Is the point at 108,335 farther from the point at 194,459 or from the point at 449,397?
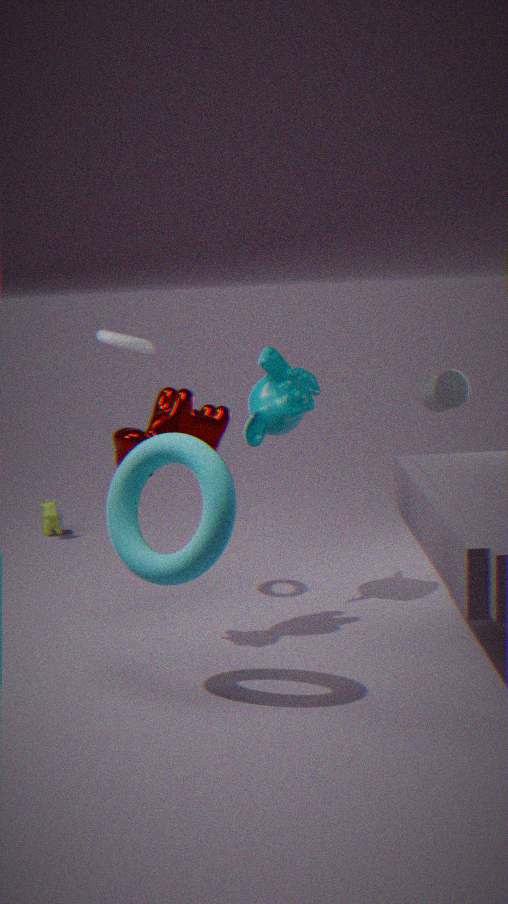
the point at 449,397
